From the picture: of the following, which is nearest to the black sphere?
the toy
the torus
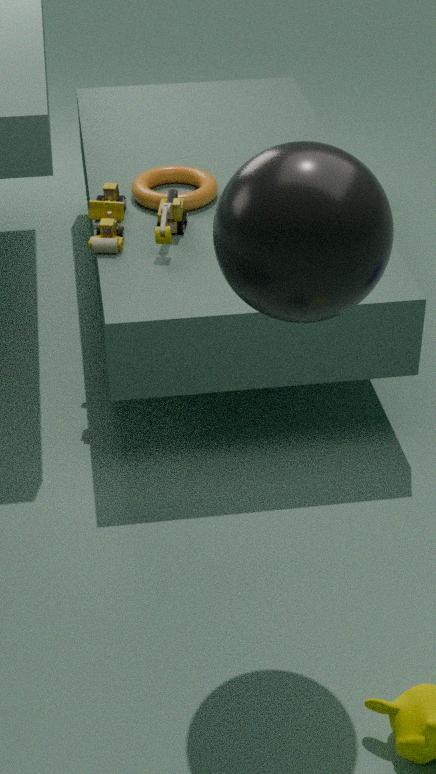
the toy
